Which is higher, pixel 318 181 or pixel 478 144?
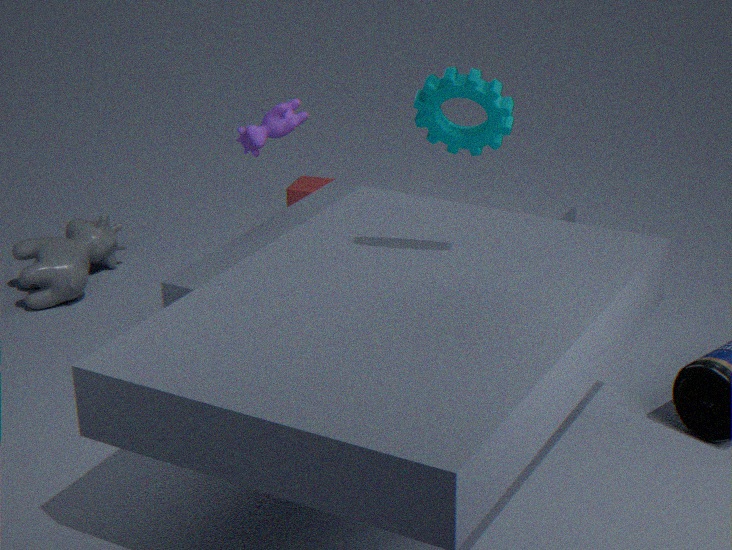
pixel 478 144
